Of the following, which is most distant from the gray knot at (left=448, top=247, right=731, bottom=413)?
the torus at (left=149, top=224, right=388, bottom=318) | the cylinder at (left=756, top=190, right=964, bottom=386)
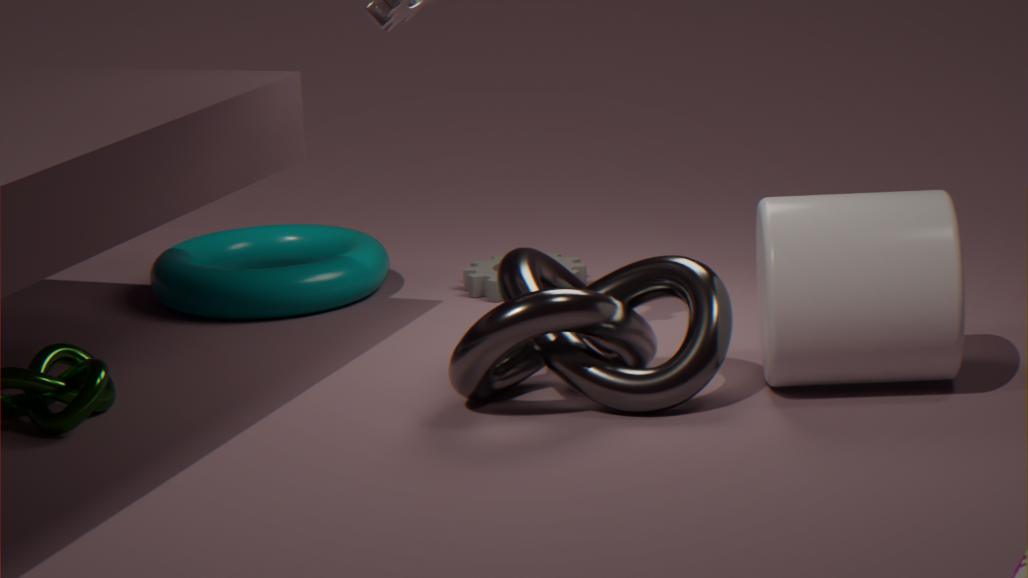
the torus at (left=149, top=224, right=388, bottom=318)
